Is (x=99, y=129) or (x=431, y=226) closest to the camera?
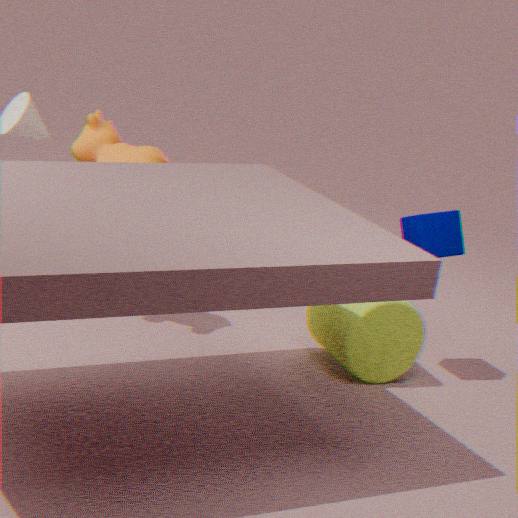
(x=431, y=226)
